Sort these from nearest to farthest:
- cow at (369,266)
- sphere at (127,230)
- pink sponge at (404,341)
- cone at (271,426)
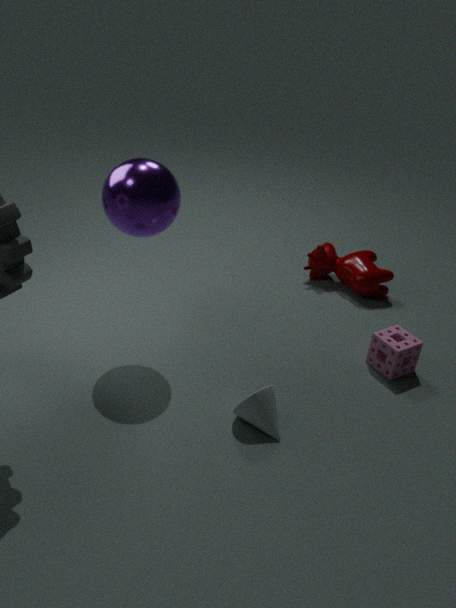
cone at (271,426) < sphere at (127,230) < pink sponge at (404,341) < cow at (369,266)
